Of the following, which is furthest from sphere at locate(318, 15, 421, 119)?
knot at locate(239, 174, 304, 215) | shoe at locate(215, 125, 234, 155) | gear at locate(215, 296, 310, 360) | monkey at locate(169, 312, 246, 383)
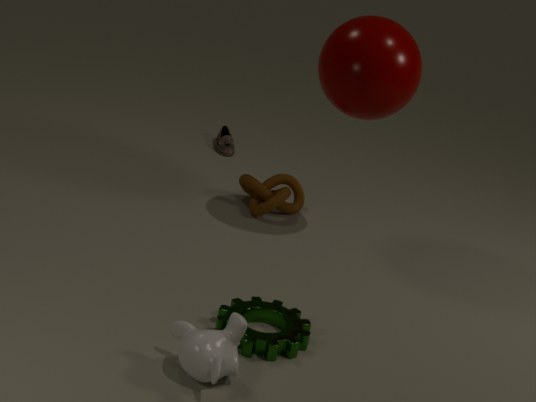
monkey at locate(169, 312, 246, 383)
